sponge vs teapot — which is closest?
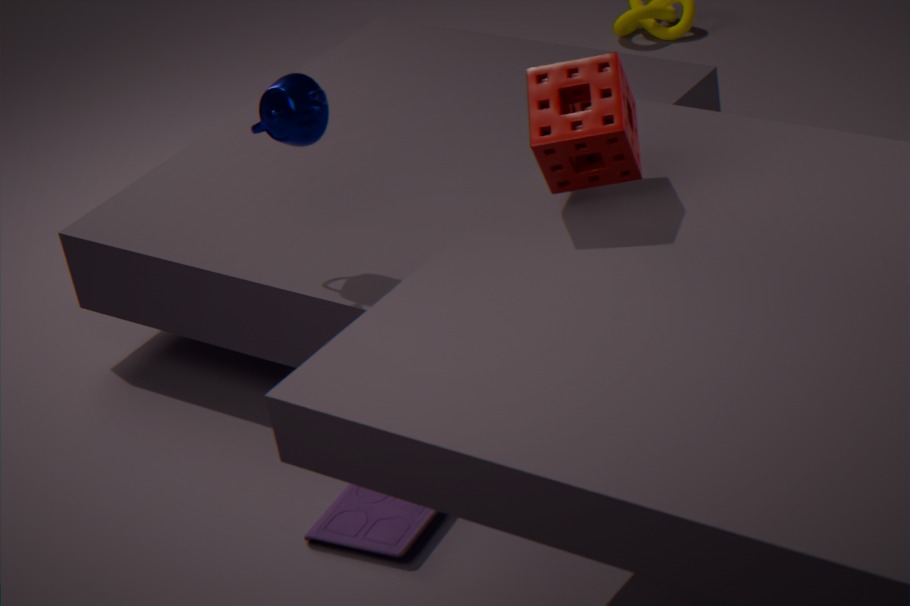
sponge
